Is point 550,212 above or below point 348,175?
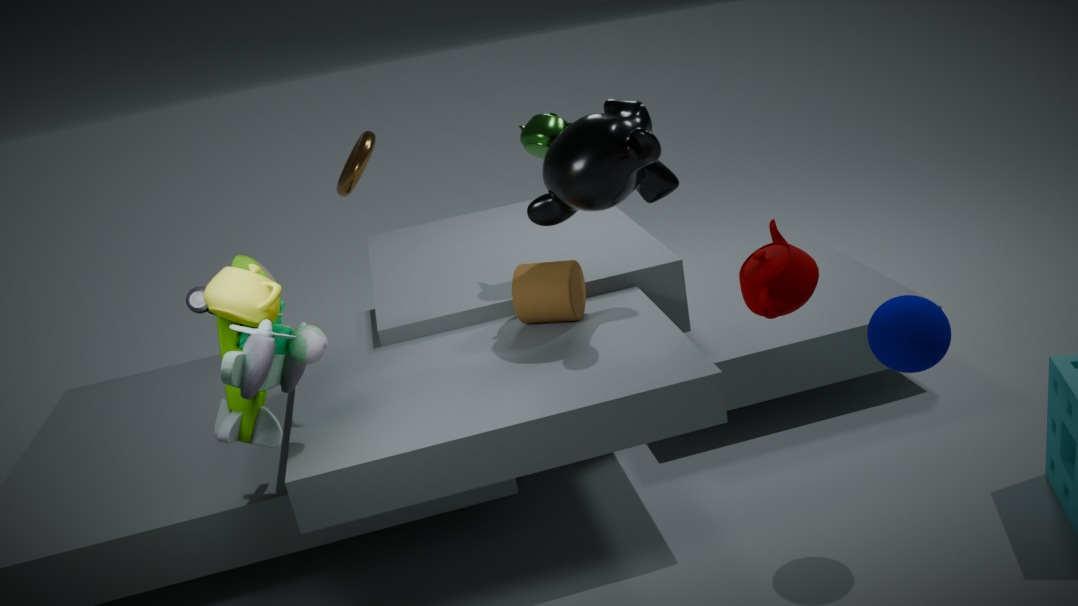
above
